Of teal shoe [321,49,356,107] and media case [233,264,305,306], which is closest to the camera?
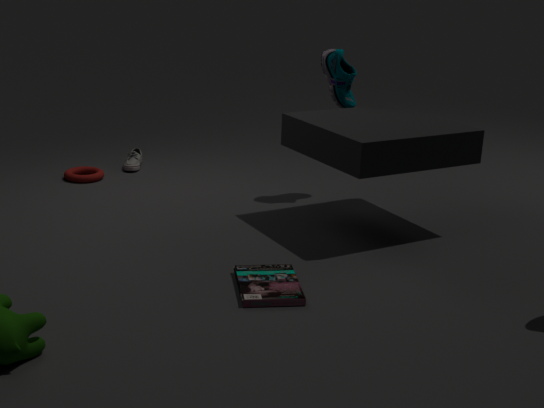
media case [233,264,305,306]
